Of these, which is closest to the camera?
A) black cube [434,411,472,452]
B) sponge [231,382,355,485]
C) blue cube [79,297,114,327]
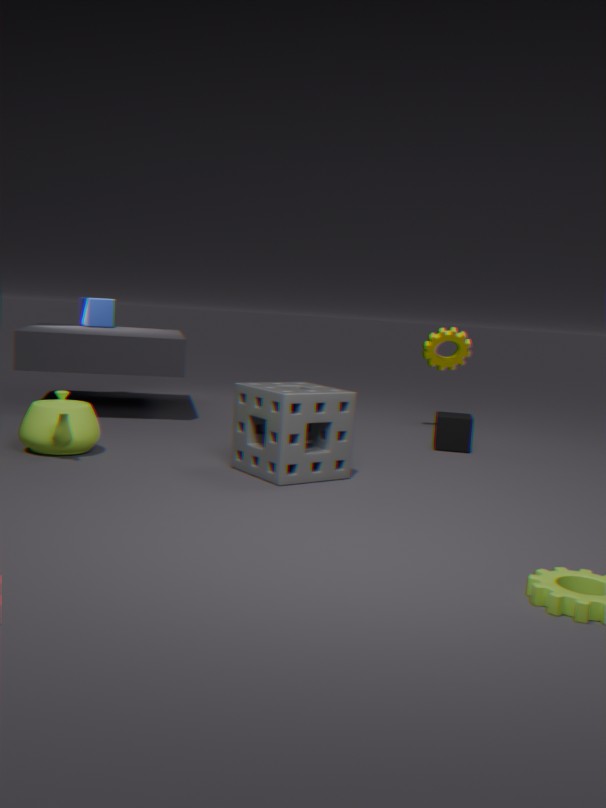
sponge [231,382,355,485]
